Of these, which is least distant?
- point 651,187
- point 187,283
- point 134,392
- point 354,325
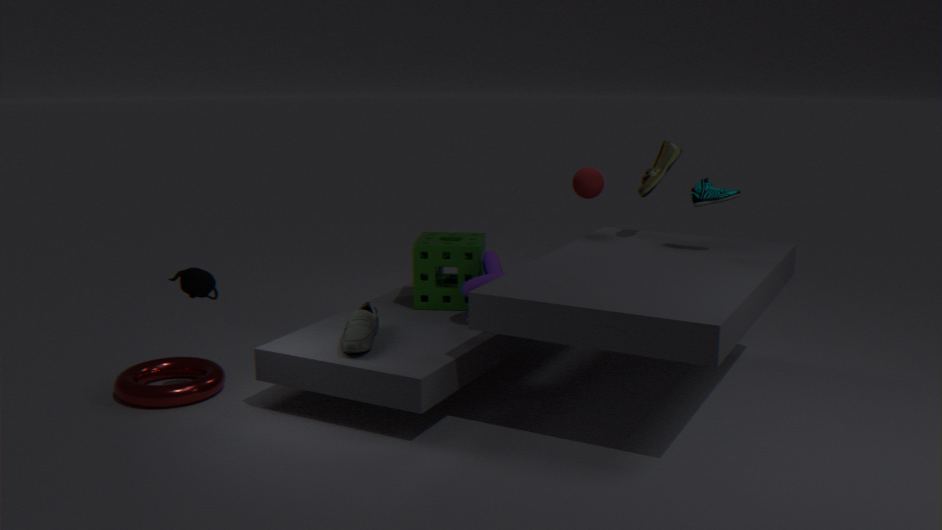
Answer: point 187,283
